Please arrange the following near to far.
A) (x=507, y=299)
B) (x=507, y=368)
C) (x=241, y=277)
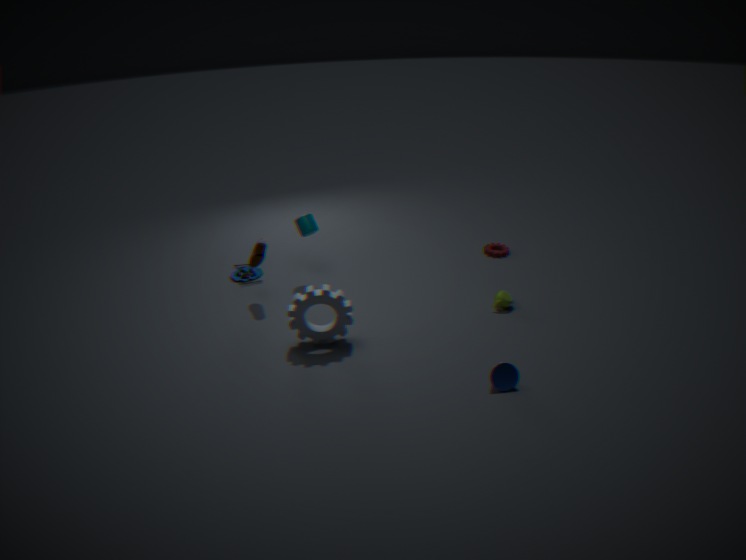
(x=507, y=368)
(x=507, y=299)
(x=241, y=277)
